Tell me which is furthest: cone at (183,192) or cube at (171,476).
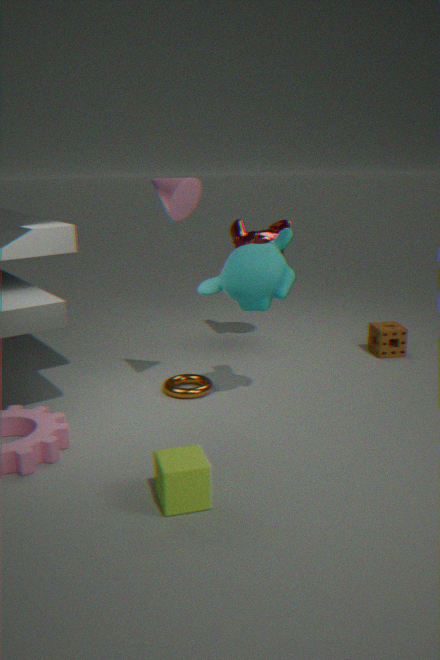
cone at (183,192)
